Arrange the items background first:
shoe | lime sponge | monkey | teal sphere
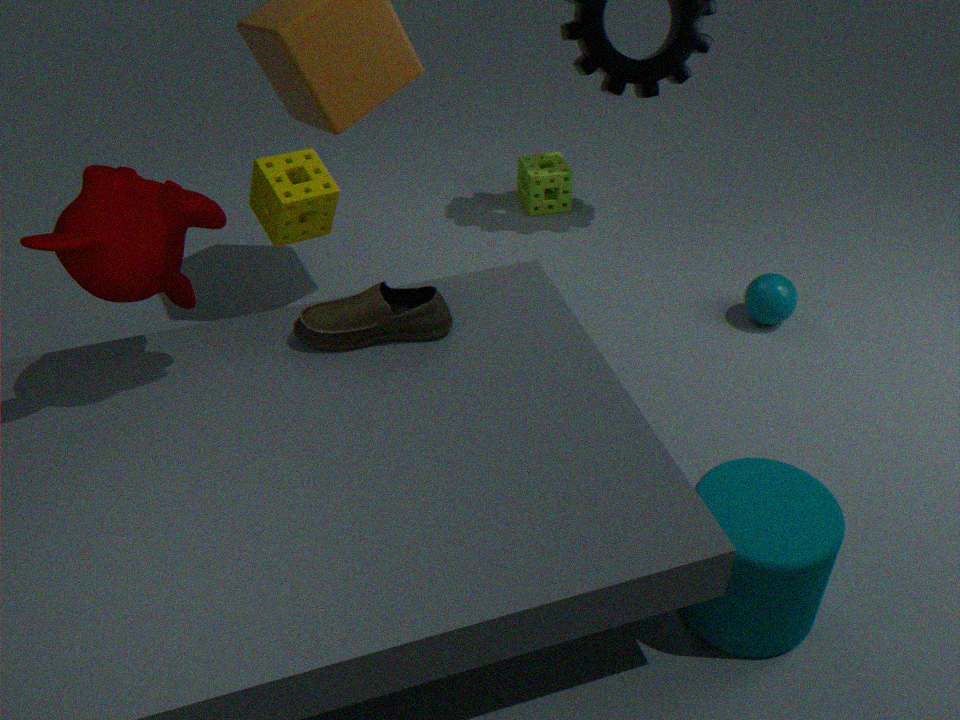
lime sponge, teal sphere, shoe, monkey
